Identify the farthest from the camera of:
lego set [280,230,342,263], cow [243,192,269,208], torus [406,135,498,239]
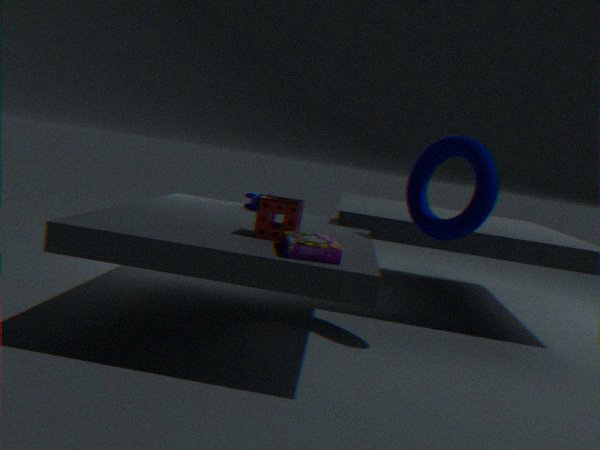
cow [243,192,269,208]
